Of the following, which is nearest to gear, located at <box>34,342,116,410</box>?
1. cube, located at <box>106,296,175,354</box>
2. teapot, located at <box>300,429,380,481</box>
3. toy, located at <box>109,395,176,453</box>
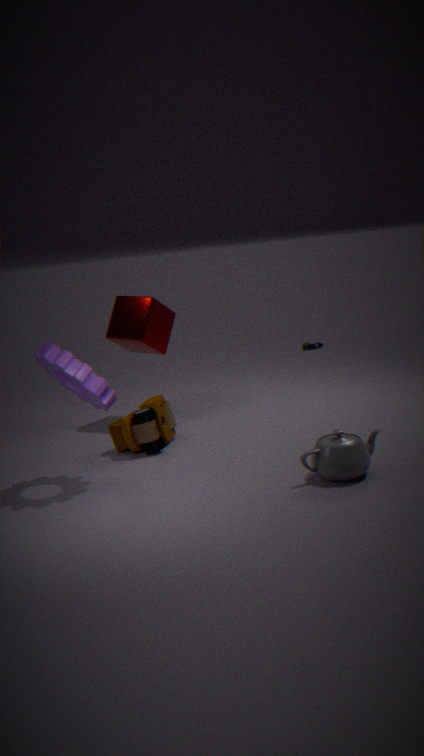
toy, located at <box>109,395,176,453</box>
